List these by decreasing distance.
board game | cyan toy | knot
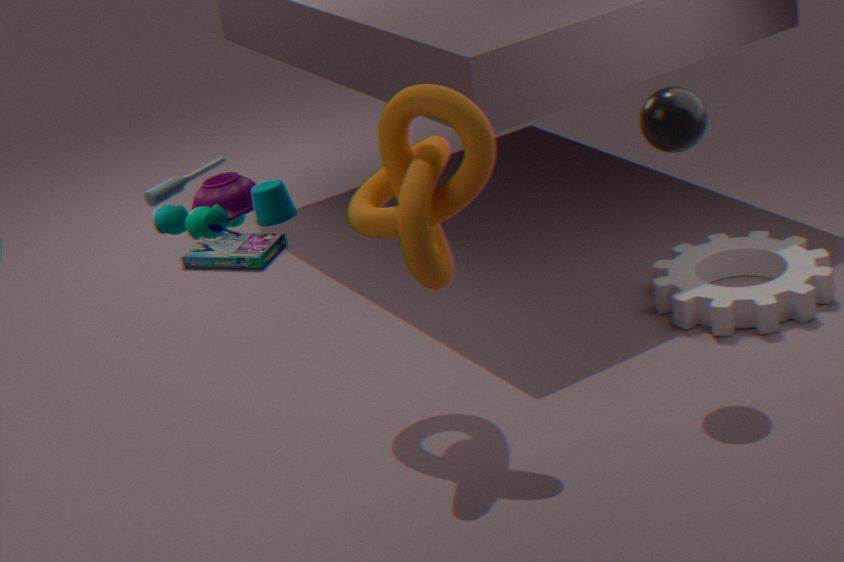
board game, knot, cyan toy
